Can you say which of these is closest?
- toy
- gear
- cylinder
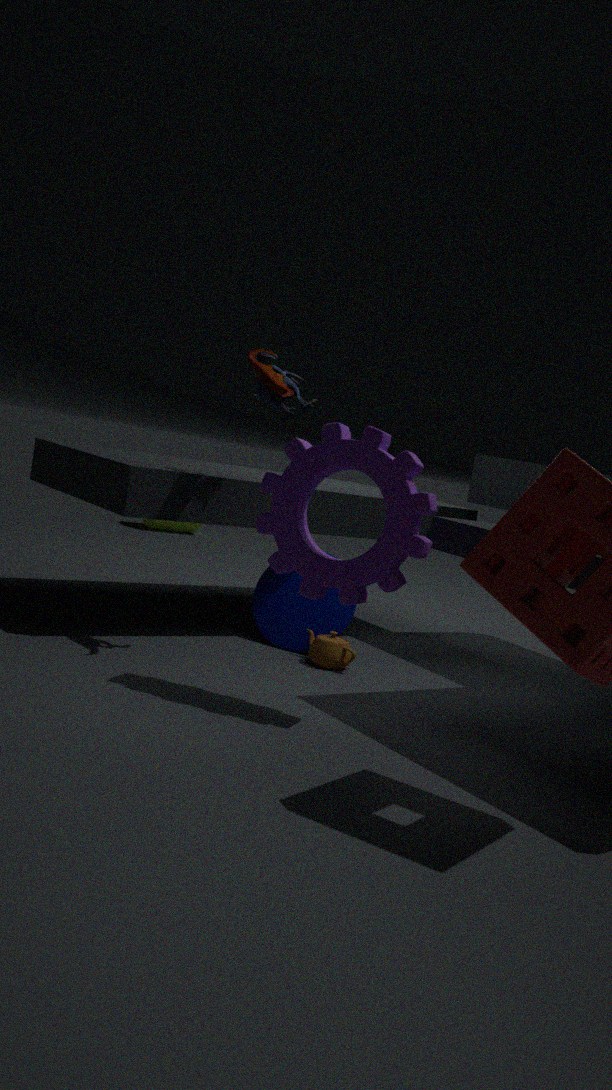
gear
